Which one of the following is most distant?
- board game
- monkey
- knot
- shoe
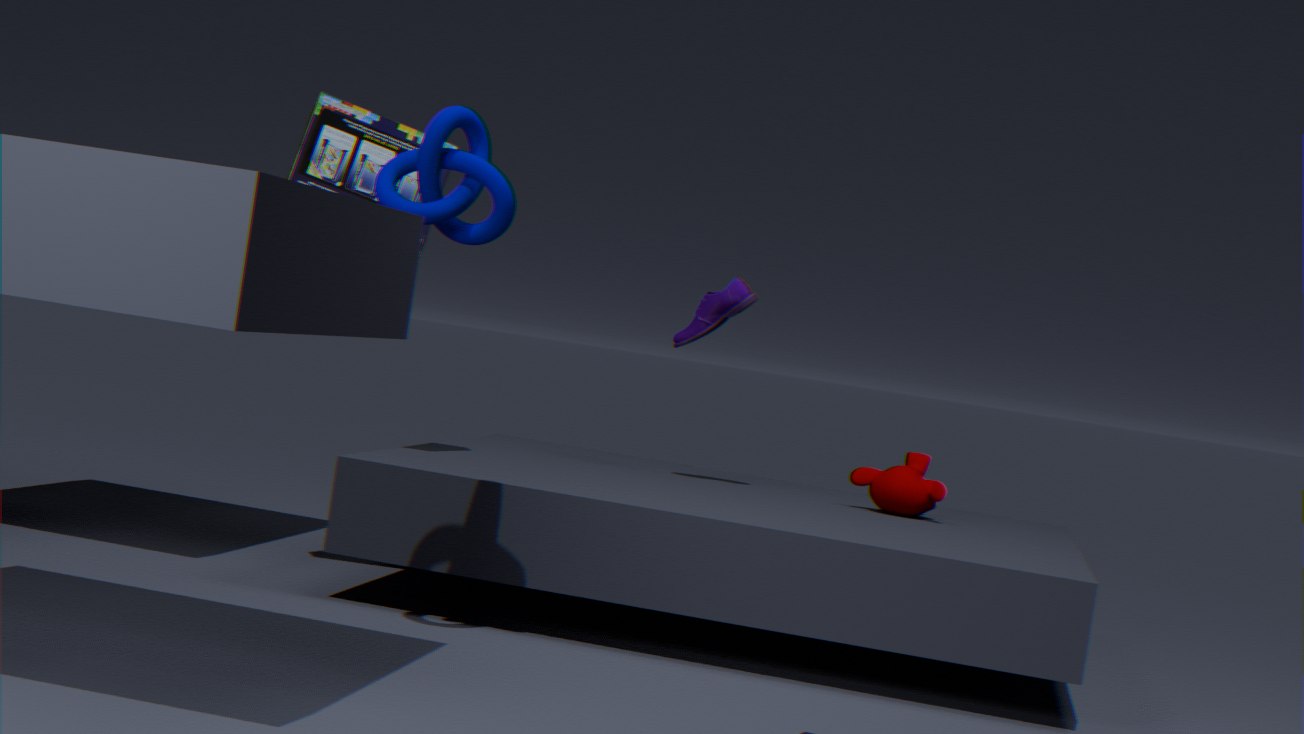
shoe
